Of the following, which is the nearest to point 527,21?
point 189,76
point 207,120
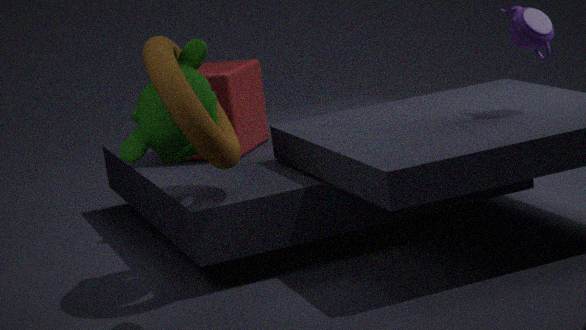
point 207,120
